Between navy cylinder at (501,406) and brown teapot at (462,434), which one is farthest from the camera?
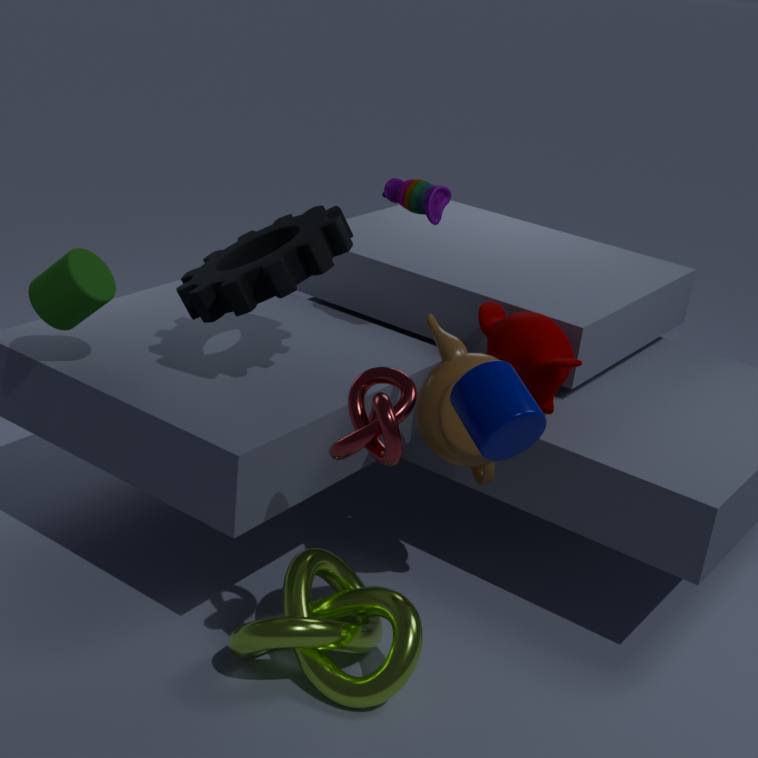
brown teapot at (462,434)
